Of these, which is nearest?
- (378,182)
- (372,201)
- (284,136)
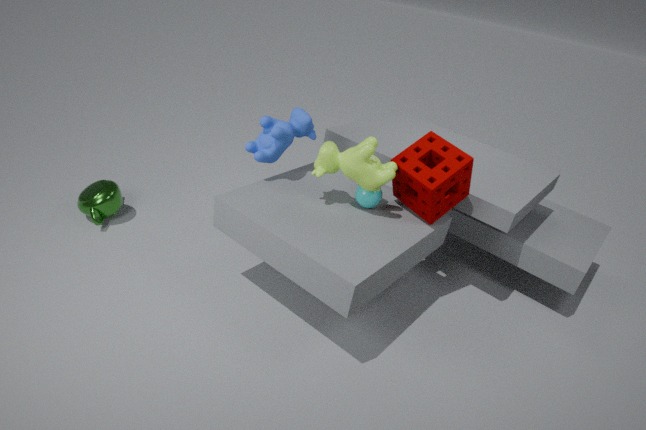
(378,182)
